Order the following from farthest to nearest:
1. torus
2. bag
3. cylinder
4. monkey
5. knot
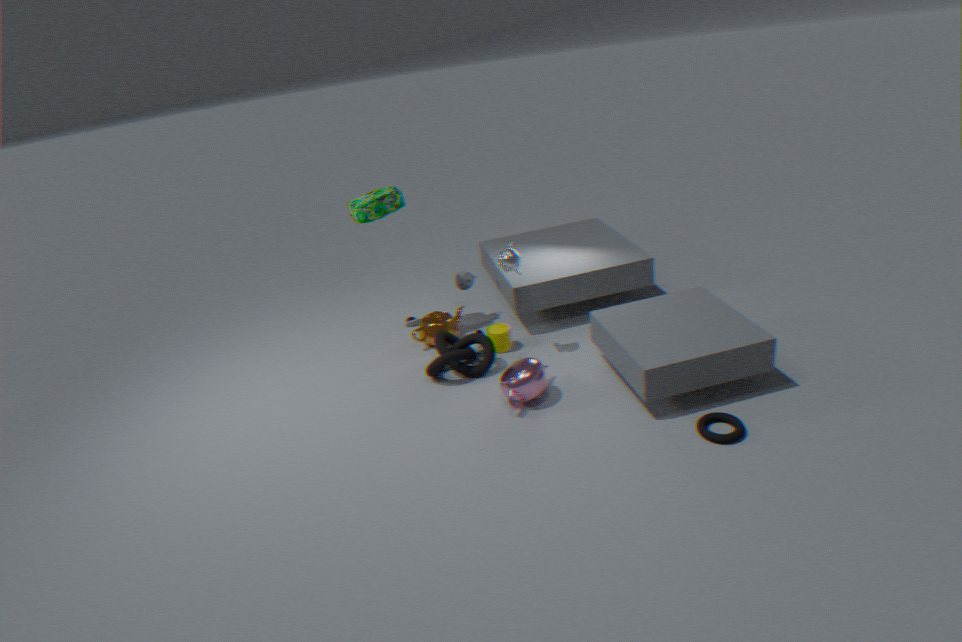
cylinder < bag < knot < monkey < torus
